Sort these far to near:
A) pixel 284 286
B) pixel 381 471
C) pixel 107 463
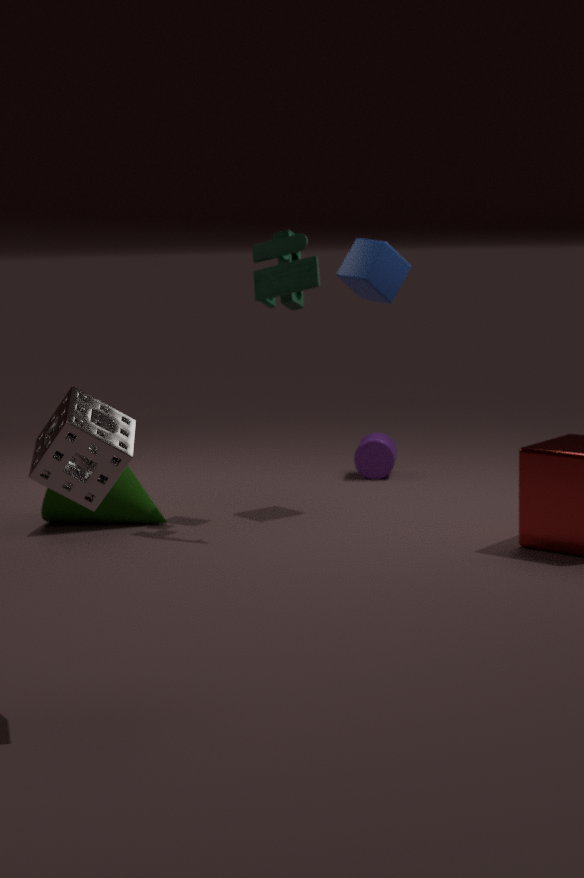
pixel 381 471 < pixel 284 286 < pixel 107 463
